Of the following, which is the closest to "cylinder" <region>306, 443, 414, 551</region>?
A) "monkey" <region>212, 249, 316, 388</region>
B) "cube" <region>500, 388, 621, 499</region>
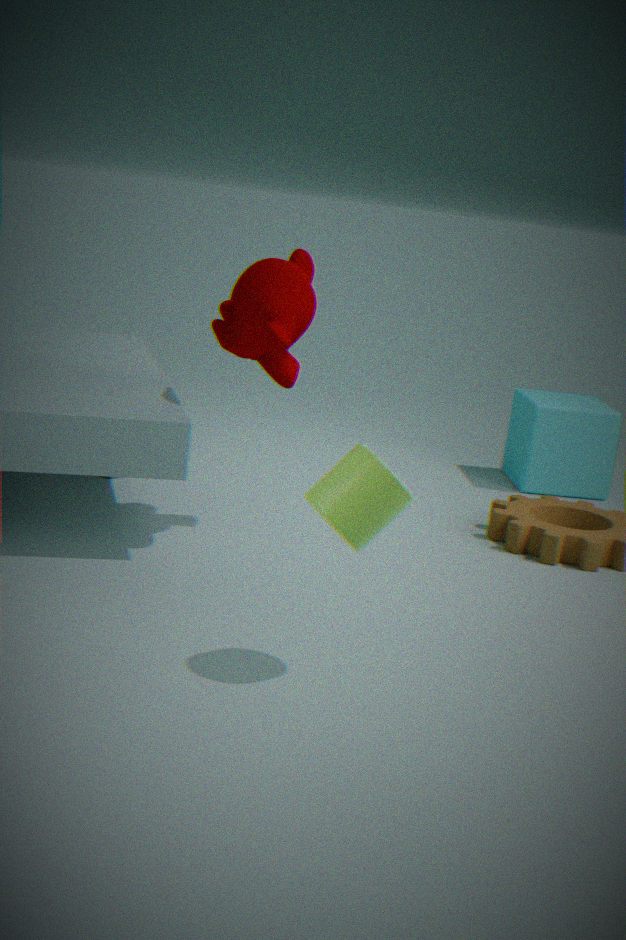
"monkey" <region>212, 249, 316, 388</region>
